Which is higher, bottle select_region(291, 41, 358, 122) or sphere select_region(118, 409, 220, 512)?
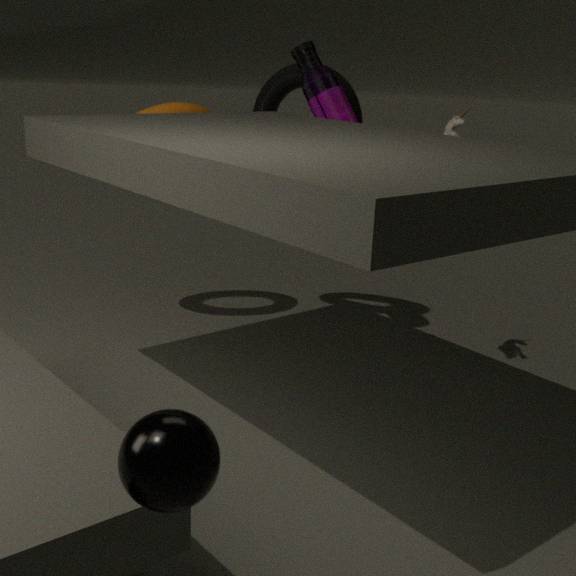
bottle select_region(291, 41, 358, 122)
